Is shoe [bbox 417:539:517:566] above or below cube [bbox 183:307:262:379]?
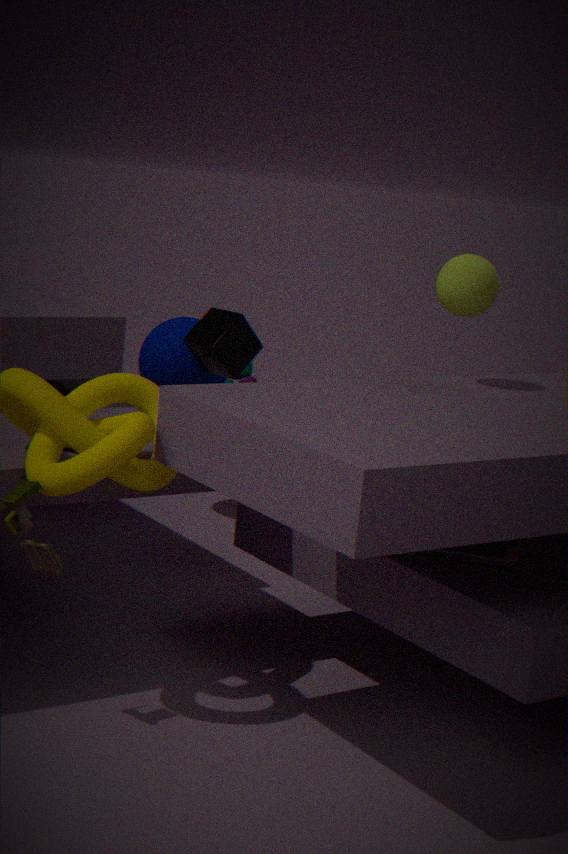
below
